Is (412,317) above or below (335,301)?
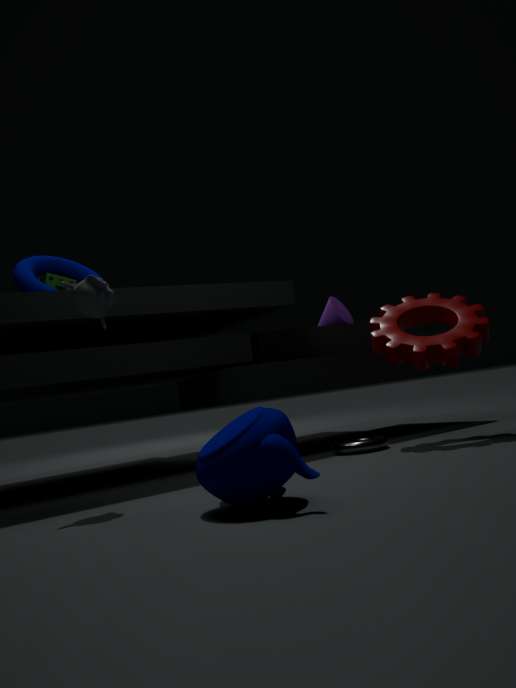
below
